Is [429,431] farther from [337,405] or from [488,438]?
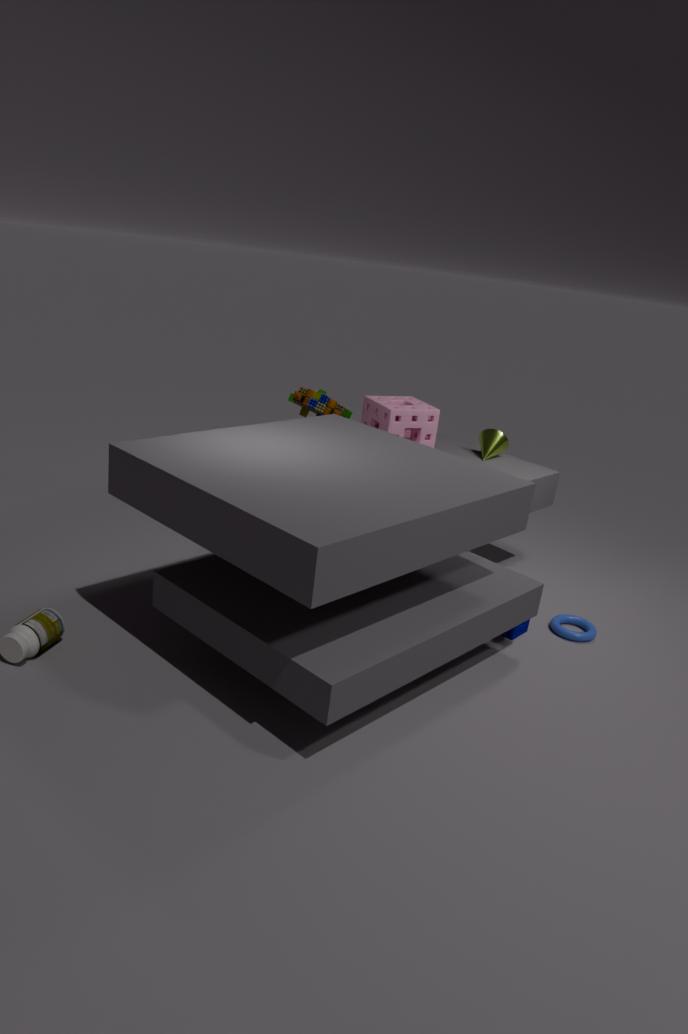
[488,438]
